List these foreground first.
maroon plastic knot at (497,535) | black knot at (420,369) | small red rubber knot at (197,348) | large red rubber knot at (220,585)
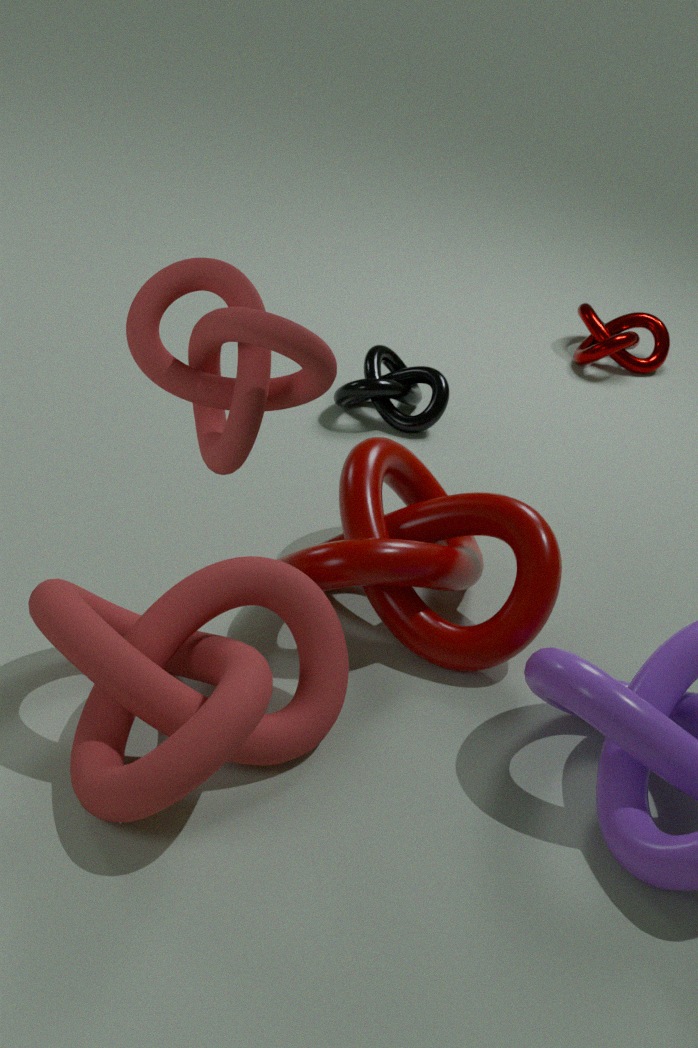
small red rubber knot at (197,348)
large red rubber knot at (220,585)
maroon plastic knot at (497,535)
black knot at (420,369)
